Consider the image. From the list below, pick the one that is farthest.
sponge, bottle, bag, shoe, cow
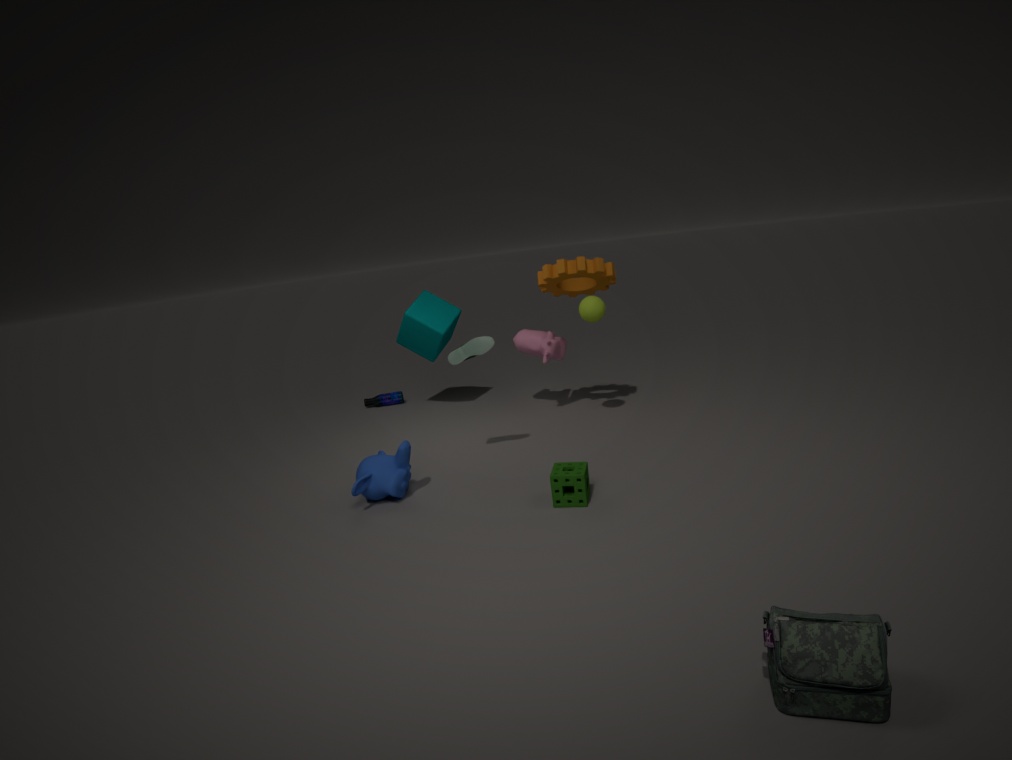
bottle
